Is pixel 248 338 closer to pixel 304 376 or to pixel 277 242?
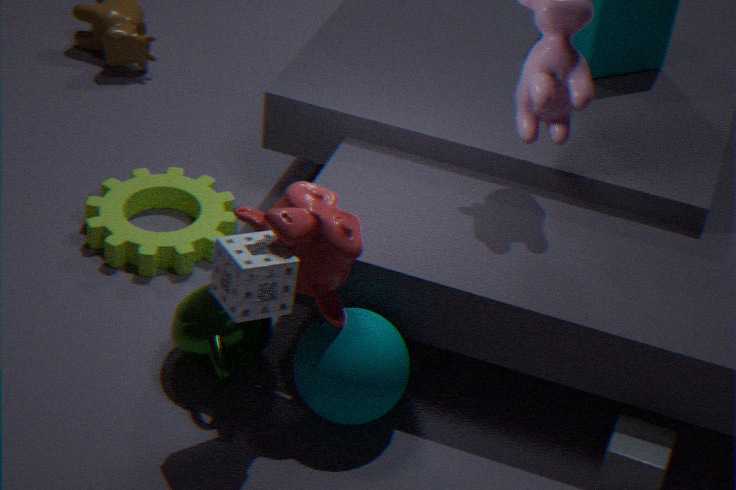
pixel 304 376
